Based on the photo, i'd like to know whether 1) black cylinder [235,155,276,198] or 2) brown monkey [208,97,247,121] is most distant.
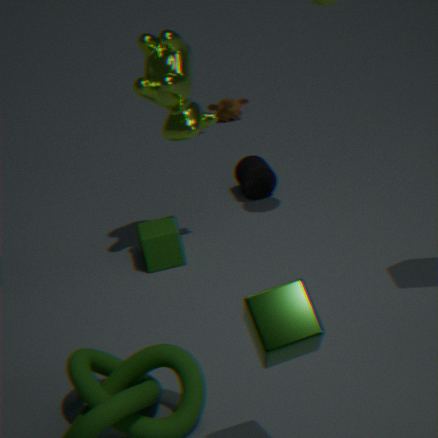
2. brown monkey [208,97,247,121]
